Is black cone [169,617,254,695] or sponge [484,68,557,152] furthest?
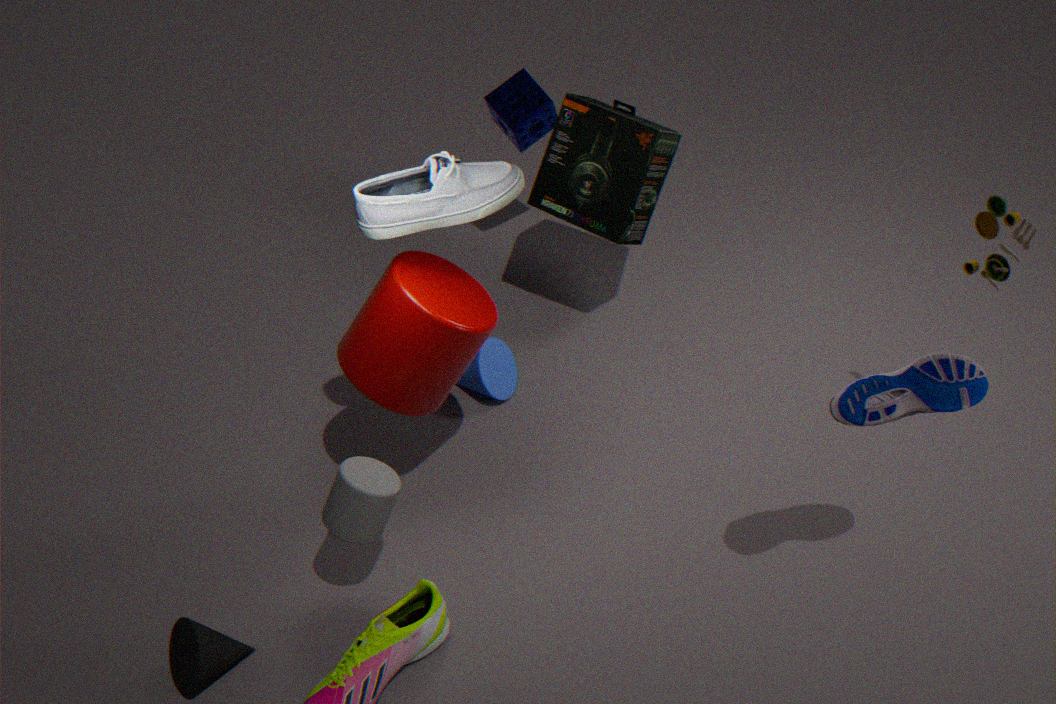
sponge [484,68,557,152]
